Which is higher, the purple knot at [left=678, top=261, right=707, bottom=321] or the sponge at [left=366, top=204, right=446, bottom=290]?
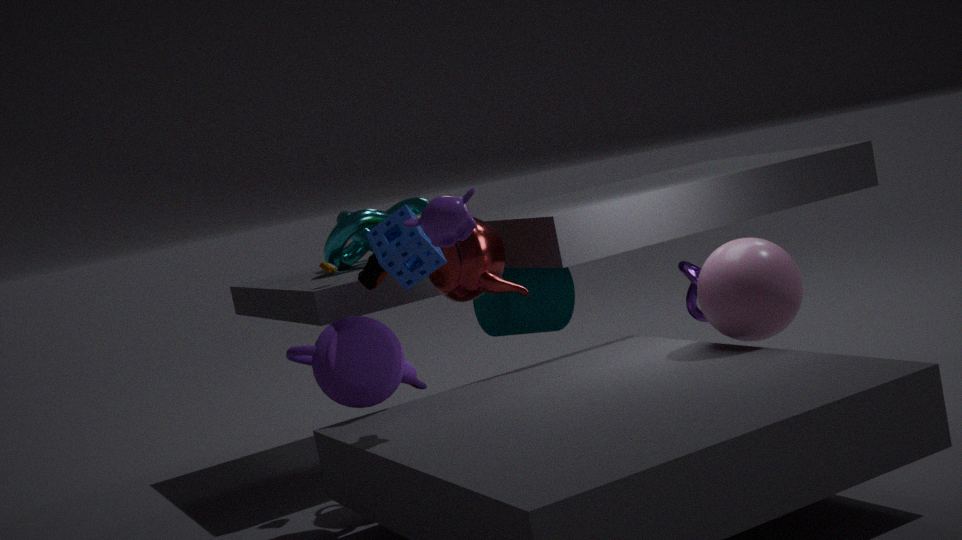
the sponge at [left=366, top=204, right=446, bottom=290]
